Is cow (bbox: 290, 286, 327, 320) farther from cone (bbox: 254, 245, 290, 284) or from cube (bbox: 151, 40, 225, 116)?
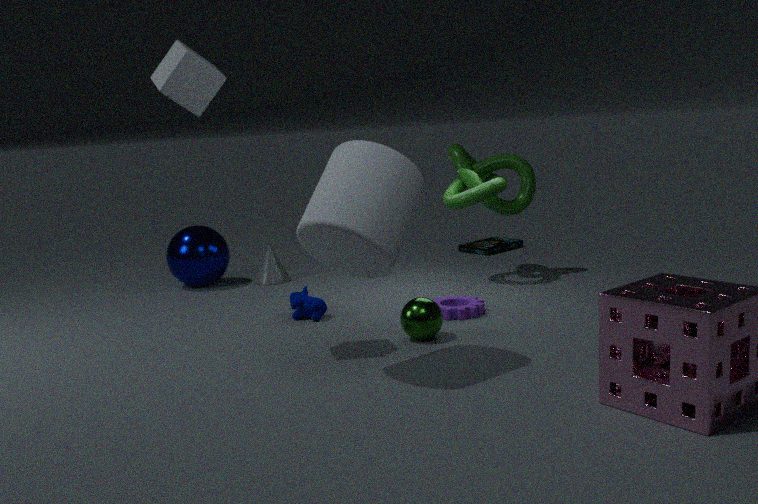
cube (bbox: 151, 40, 225, 116)
